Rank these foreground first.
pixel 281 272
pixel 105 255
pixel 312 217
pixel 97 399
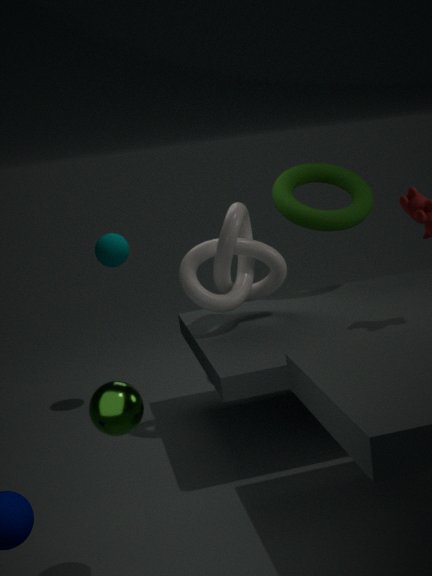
1. pixel 97 399
2. pixel 281 272
3. pixel 312 217
4. pixel 105 255
